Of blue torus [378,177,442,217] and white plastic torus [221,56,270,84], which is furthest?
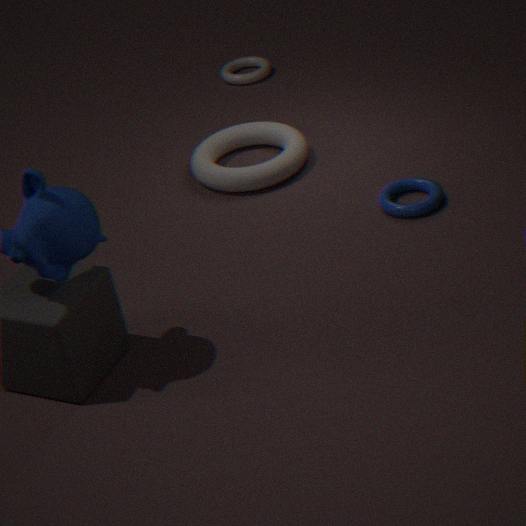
white plastic torus [221,56,270,84]
